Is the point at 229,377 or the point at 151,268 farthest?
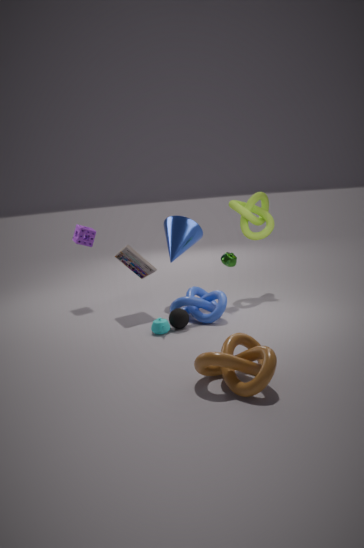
the point at 151,268
